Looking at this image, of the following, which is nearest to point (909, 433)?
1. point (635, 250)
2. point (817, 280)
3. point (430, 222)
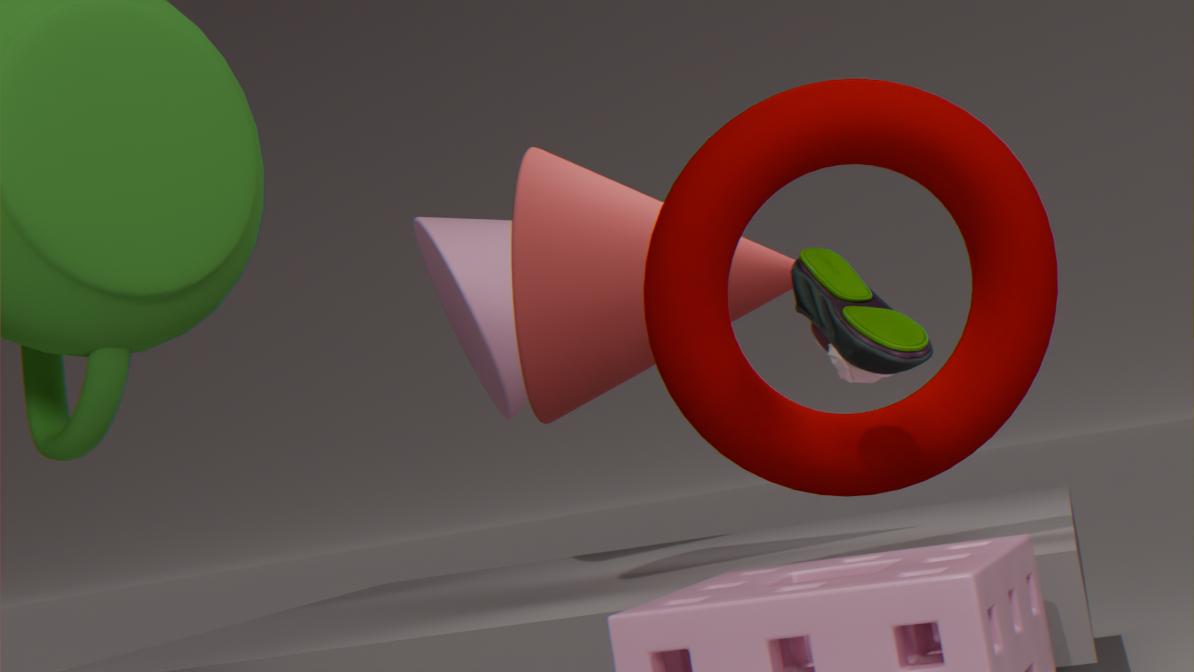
point (817, 280)
